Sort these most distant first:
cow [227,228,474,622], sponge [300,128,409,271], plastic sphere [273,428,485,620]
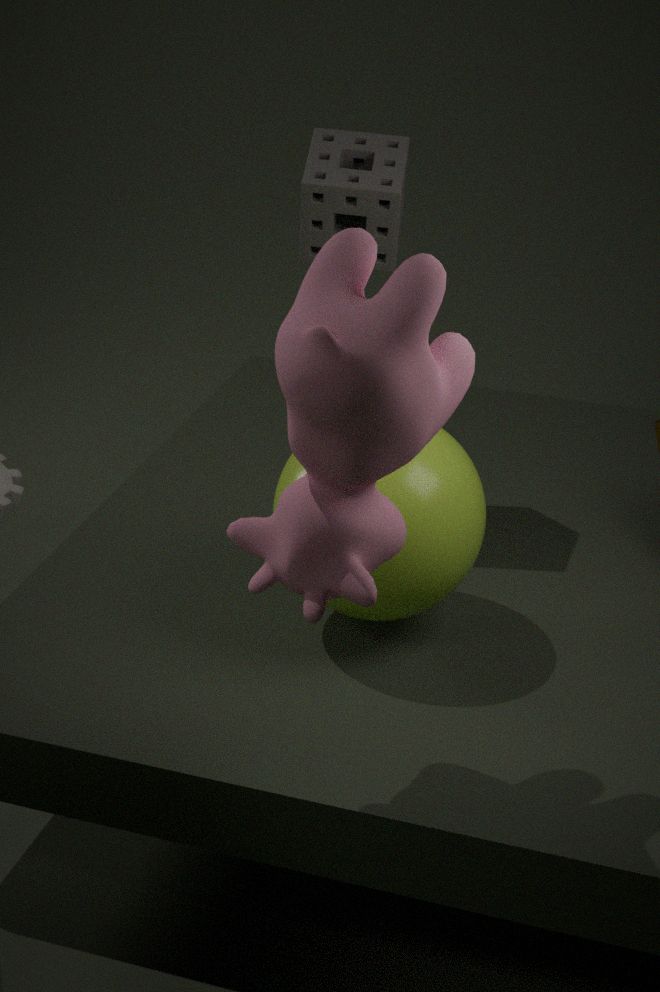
sponge [300,128,409,271]
plastic sphere [273,428,485,620]
cow [227,228,474,622]
